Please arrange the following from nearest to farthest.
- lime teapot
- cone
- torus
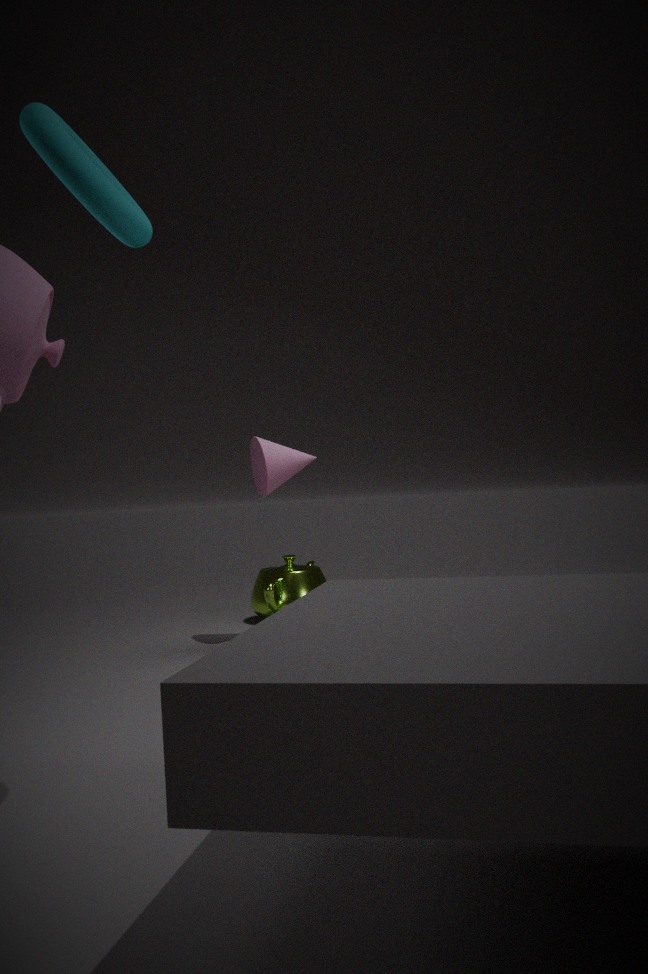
torus
cone
lime teapot
